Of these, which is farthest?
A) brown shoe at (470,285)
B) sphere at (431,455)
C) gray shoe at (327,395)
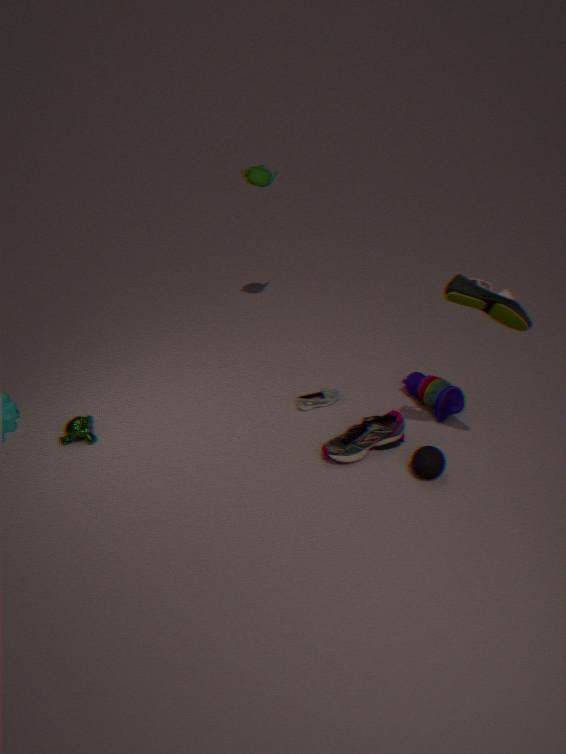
gray shoe at (327,395)
